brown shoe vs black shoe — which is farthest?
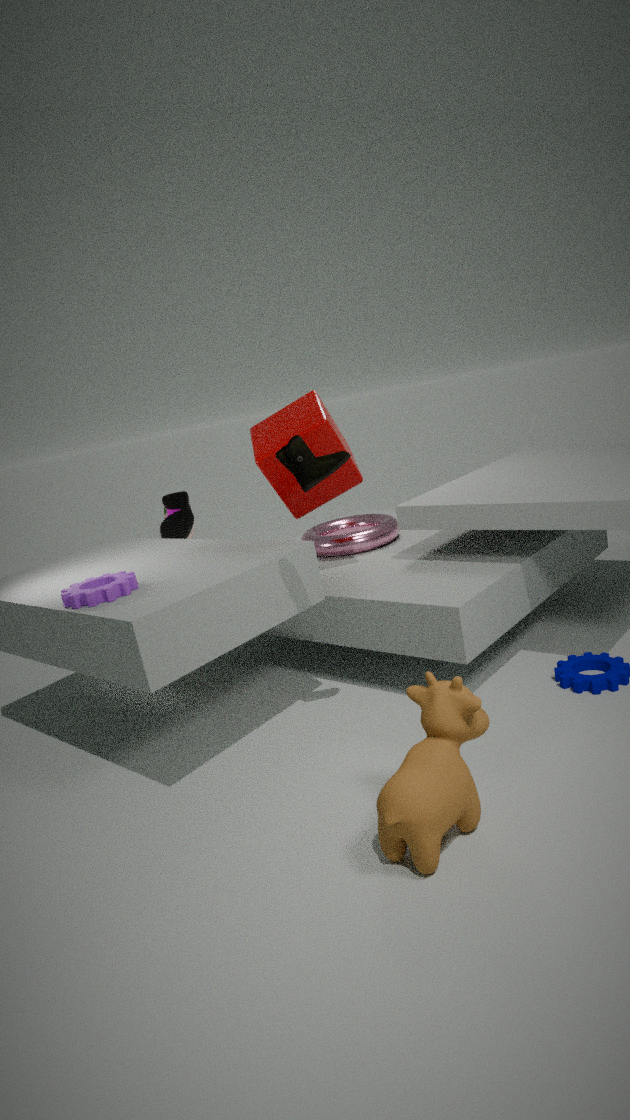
black shoe
